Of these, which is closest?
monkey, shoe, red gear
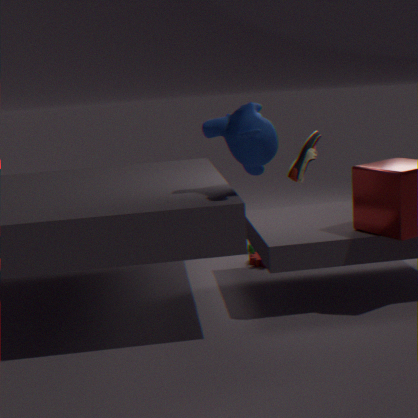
monkey
